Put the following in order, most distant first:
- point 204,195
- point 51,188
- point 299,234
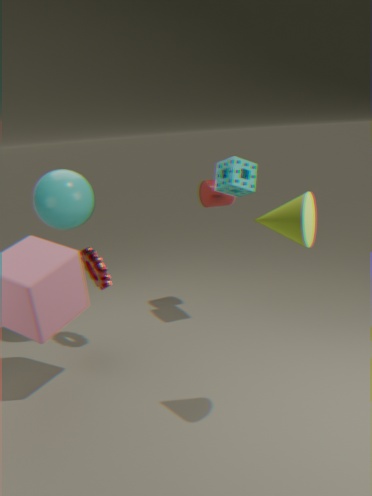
1. point 204,195
2. point 51,188
3. point 299,234
